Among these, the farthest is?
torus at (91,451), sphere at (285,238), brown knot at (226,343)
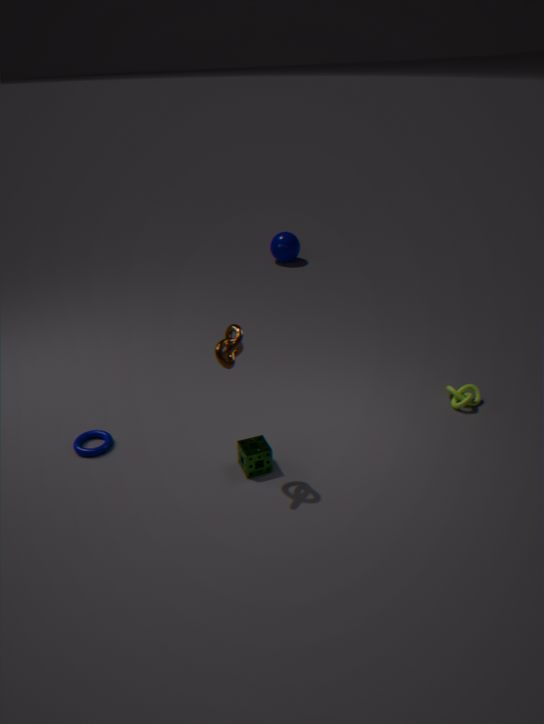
sphere at (285,238)
